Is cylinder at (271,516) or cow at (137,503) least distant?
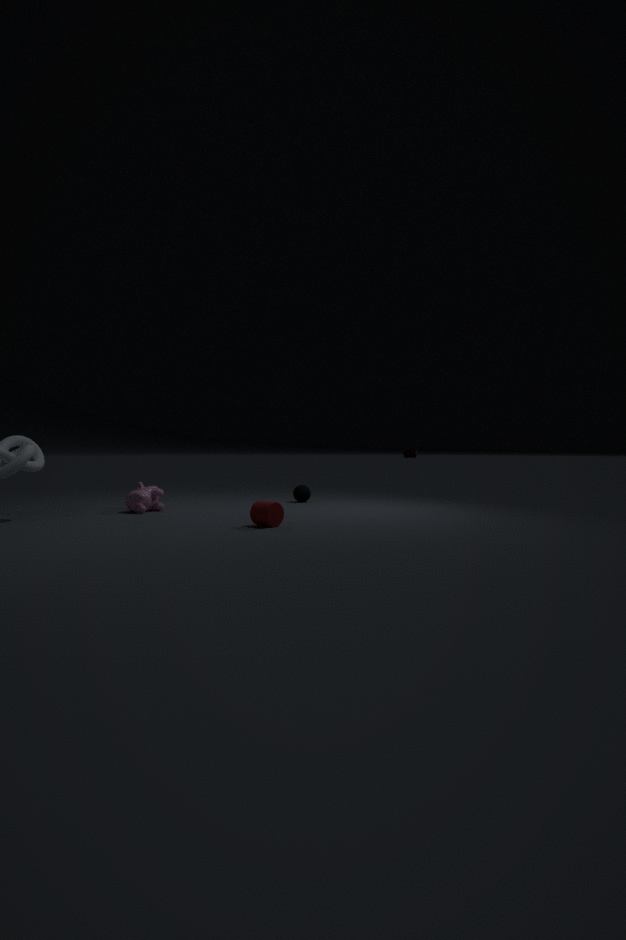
cylinder at (271,516)
